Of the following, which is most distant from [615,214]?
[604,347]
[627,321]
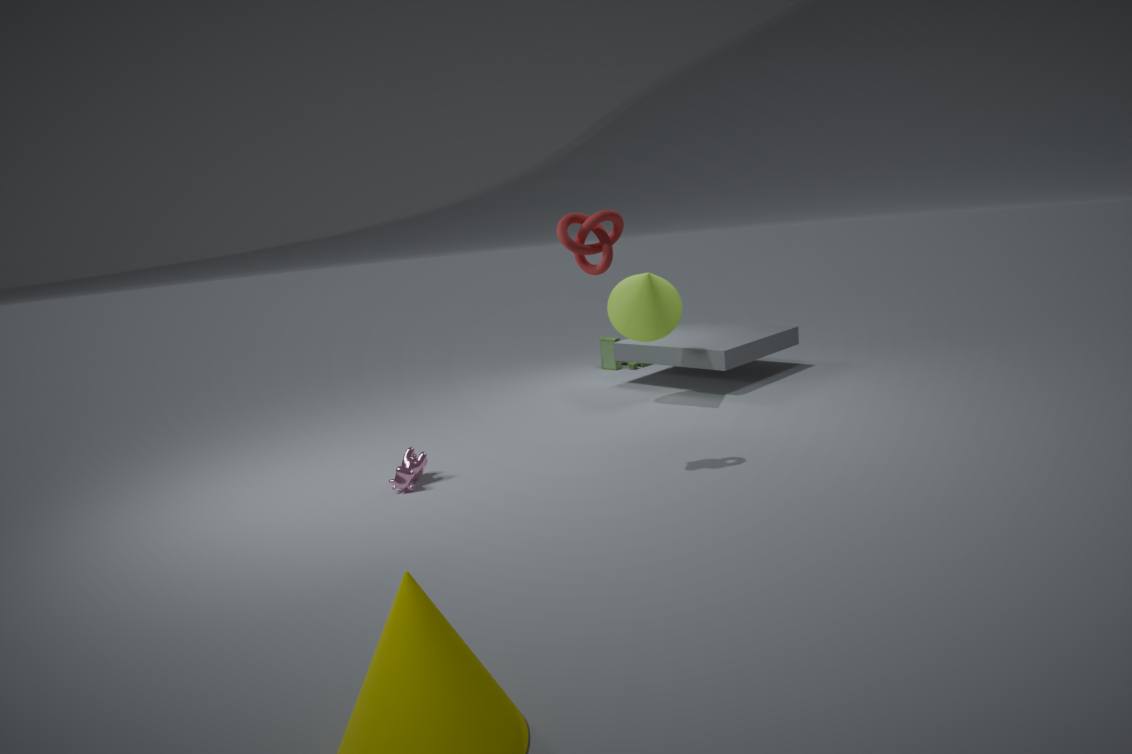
[604,347]
